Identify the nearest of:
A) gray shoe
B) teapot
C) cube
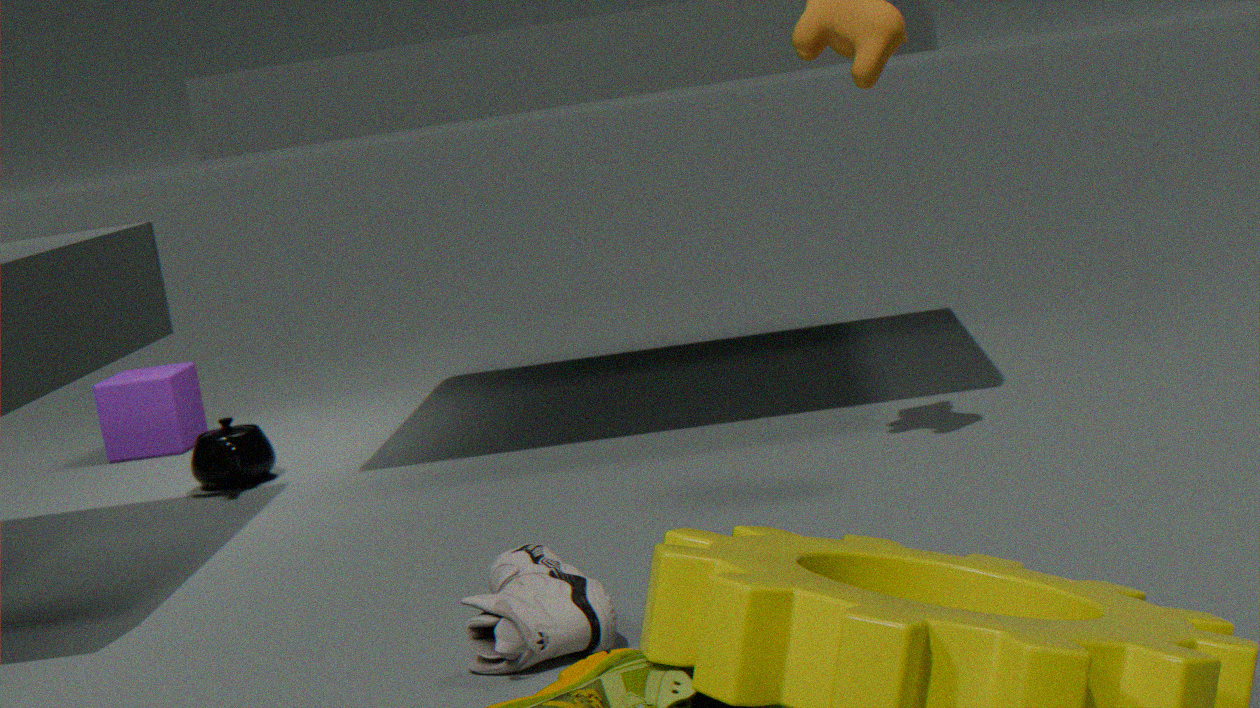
gray shoe
